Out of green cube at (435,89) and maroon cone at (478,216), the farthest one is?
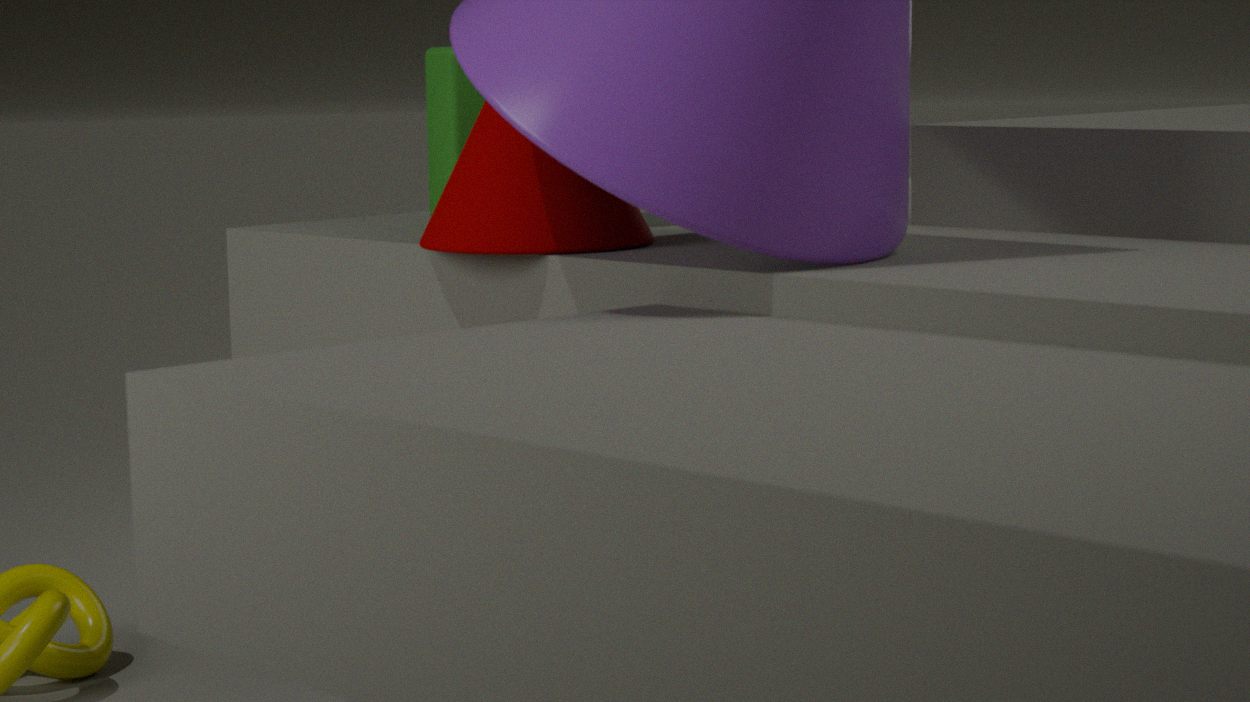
green cube at (435,89)
